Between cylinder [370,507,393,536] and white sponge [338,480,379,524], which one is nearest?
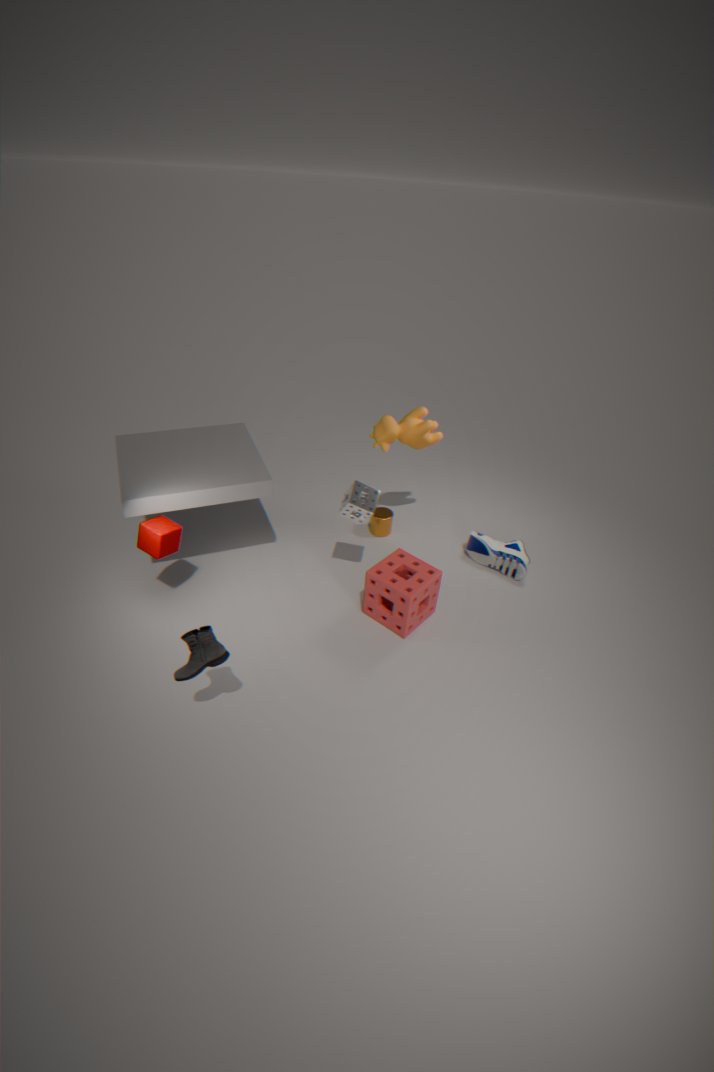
white sponge [338,480,379,524]
